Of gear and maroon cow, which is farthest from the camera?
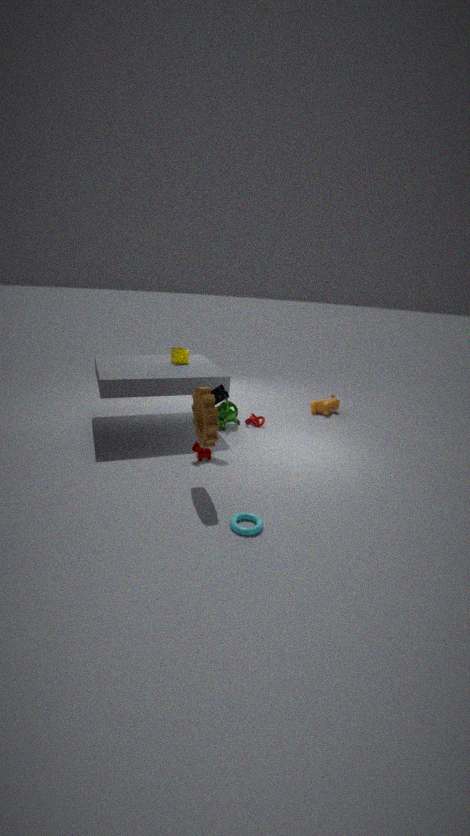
maroon cow
